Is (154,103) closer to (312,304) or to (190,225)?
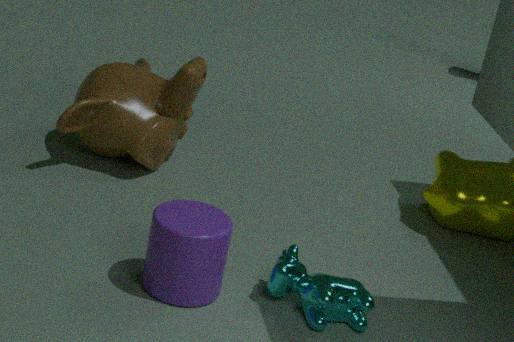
(190,225)
